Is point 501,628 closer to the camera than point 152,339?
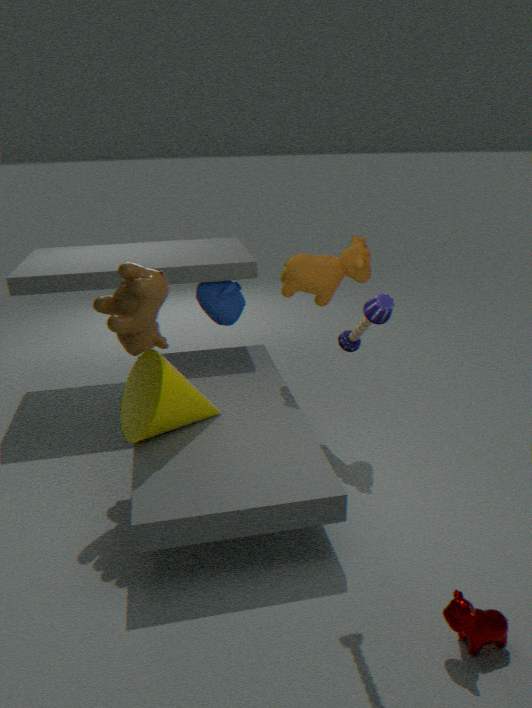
Yes
